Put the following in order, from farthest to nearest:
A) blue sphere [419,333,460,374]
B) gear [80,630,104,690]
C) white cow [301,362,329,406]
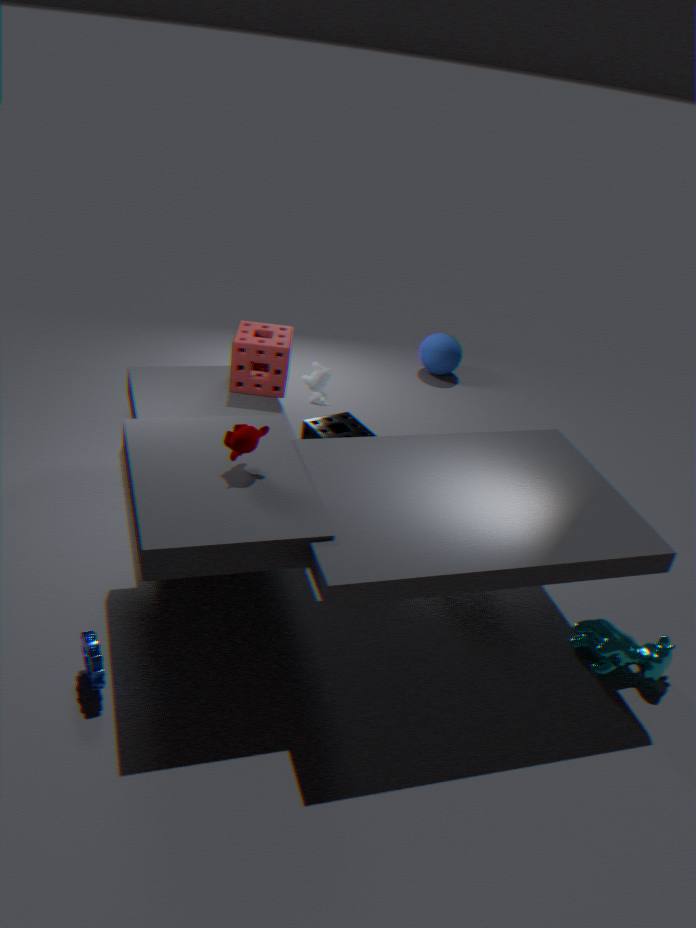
blue sphere [419,333,460,374] < white cow [301,362,329,406] < gear [80,630,104,690]
